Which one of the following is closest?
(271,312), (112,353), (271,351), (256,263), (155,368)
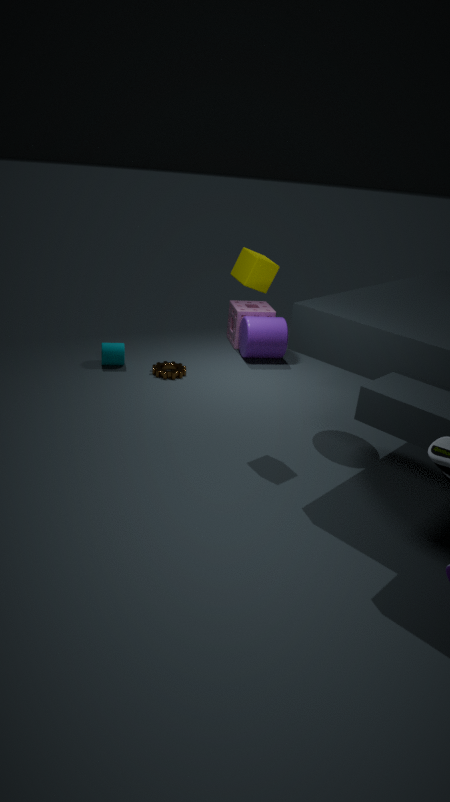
(256,263)
